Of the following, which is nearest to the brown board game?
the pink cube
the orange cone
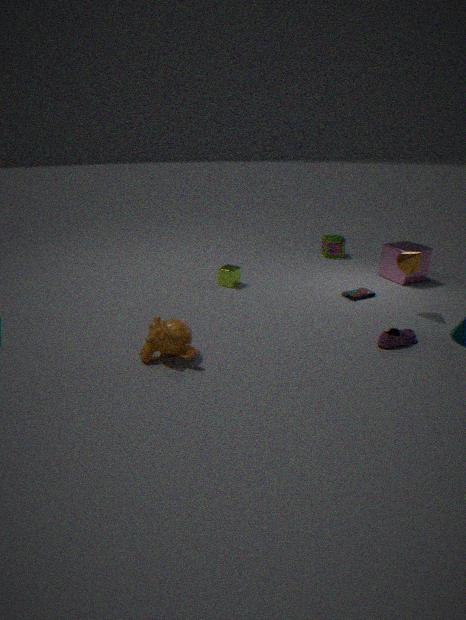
the pink cube
